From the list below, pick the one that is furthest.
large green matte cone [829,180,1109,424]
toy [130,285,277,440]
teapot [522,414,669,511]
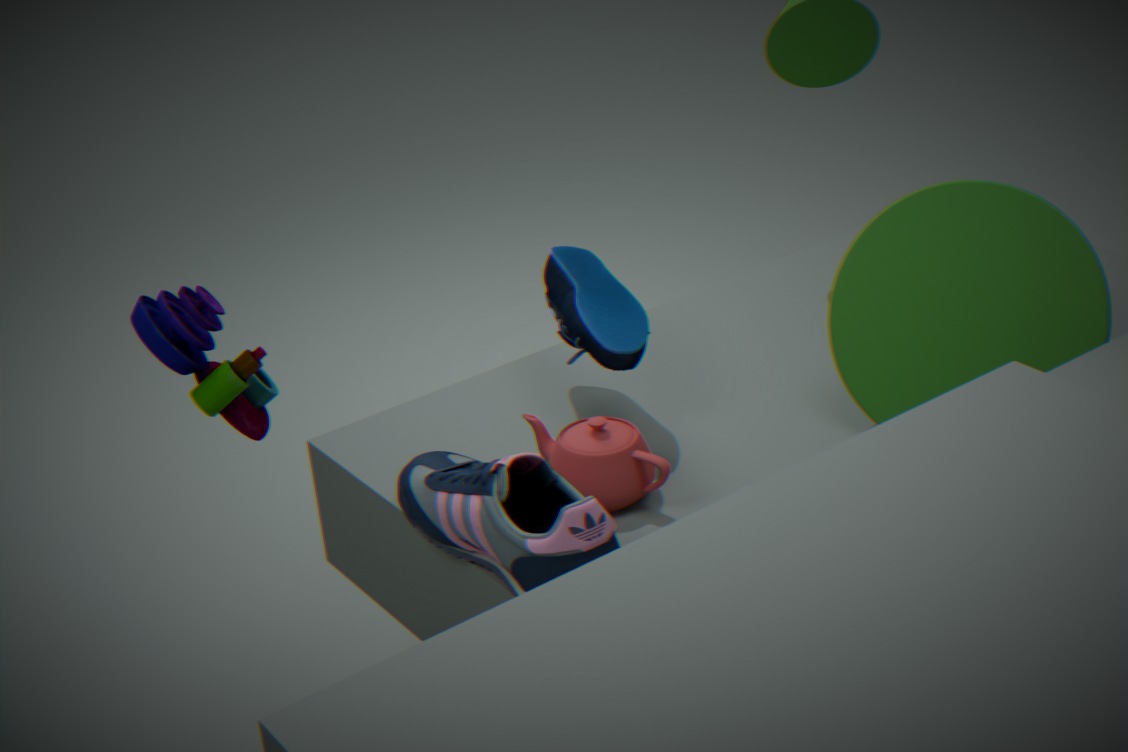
toy [130,285,277,440]
